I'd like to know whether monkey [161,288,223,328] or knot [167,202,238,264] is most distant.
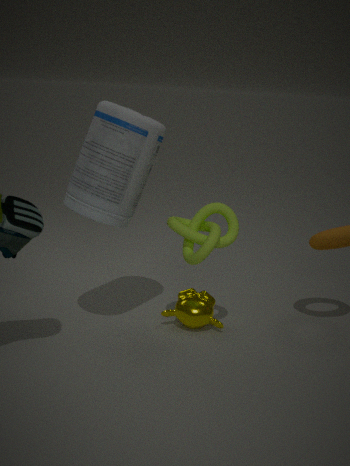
monkey [161,288,223,328]
